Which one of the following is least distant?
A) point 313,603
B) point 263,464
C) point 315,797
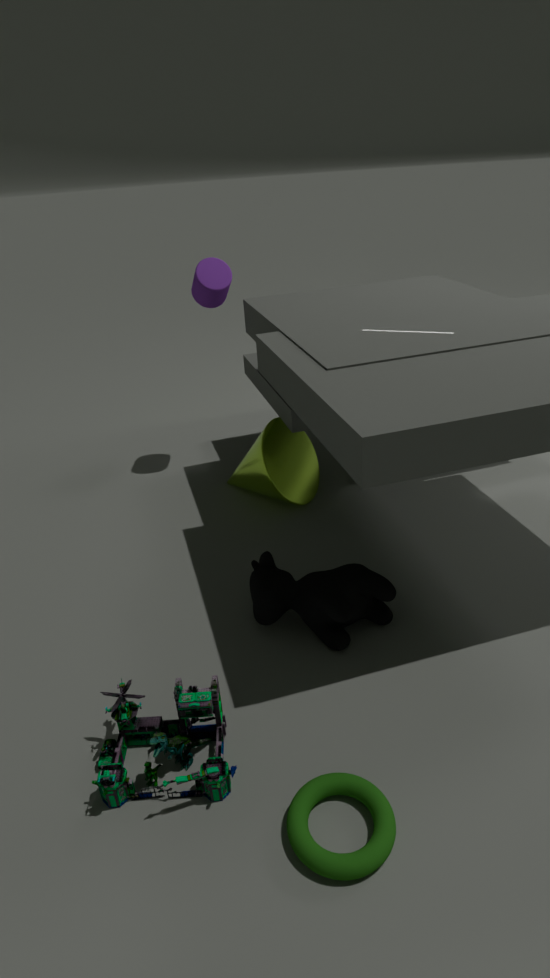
point 315,797
